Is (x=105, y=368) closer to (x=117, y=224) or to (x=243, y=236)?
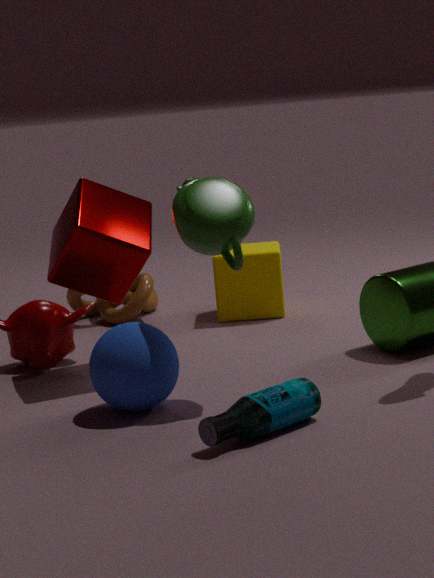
(x=243, y=236)
